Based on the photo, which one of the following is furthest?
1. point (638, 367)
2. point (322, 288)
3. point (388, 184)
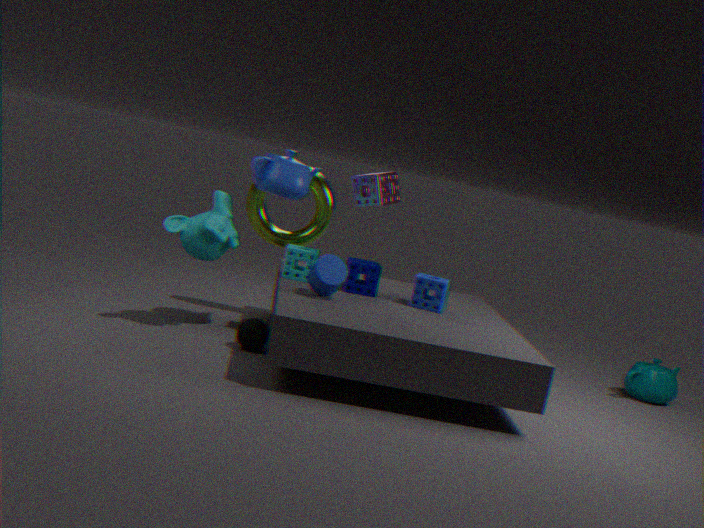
point (638, 367)
